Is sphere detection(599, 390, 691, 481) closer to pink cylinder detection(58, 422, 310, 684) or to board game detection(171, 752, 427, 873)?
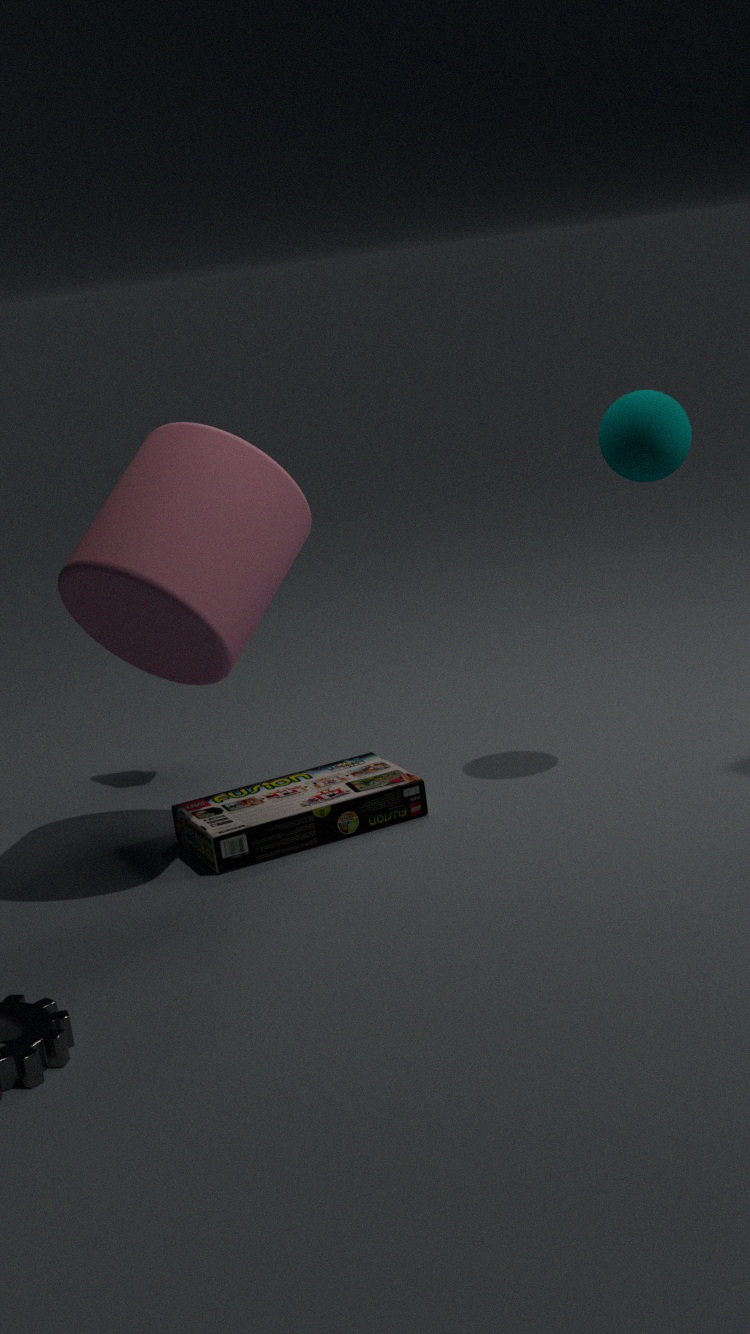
pink cylinder detection(58, 422, 310, 684)
